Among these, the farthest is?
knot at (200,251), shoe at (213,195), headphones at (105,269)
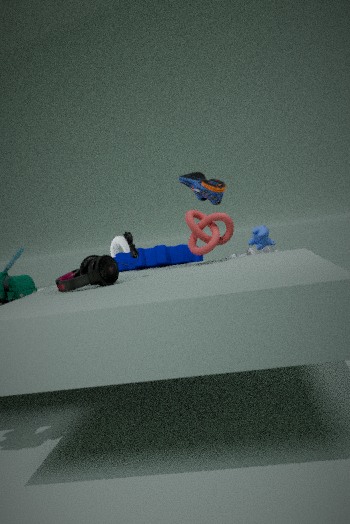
shoe at (213,195)
